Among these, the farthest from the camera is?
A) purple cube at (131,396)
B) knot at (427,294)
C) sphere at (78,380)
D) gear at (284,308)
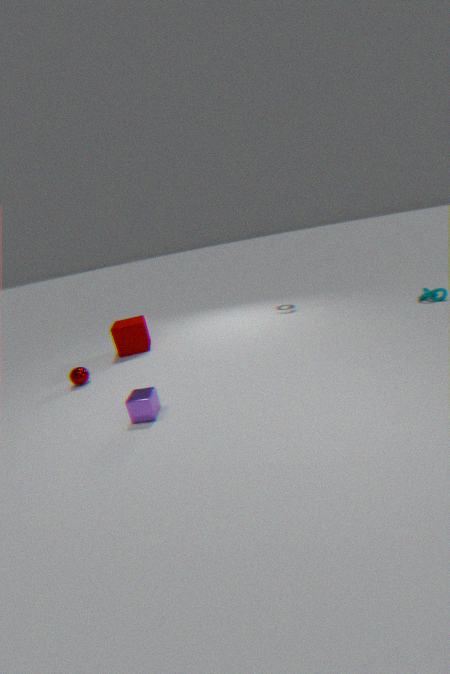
gear at (284,308)
